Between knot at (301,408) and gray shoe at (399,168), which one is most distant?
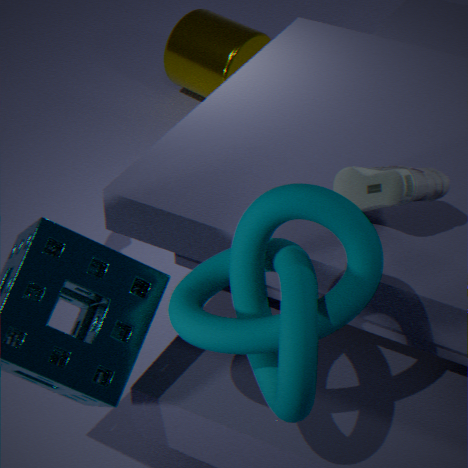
gray shoe at (399,168)
